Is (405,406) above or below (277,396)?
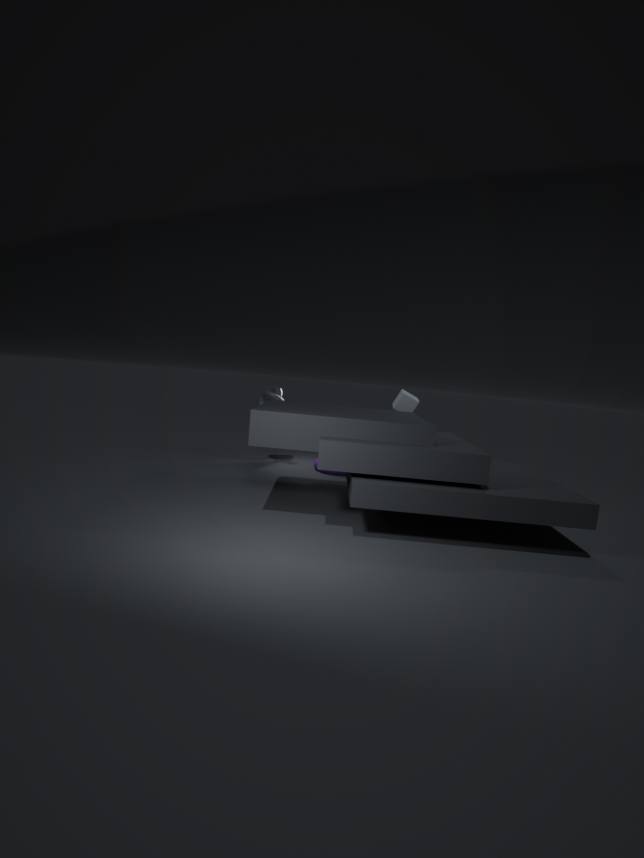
above
